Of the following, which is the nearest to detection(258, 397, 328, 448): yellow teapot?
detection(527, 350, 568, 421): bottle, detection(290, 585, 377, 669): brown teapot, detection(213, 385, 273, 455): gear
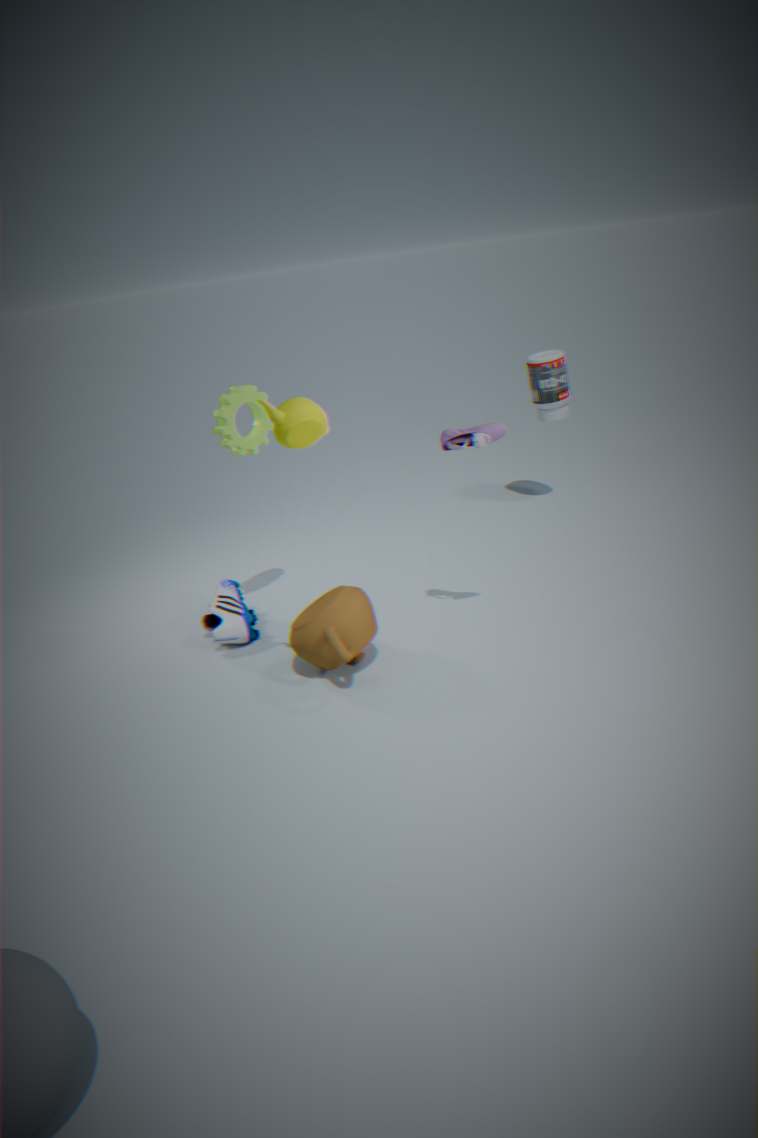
detection(290, 585, 377, 669): brown teapot
